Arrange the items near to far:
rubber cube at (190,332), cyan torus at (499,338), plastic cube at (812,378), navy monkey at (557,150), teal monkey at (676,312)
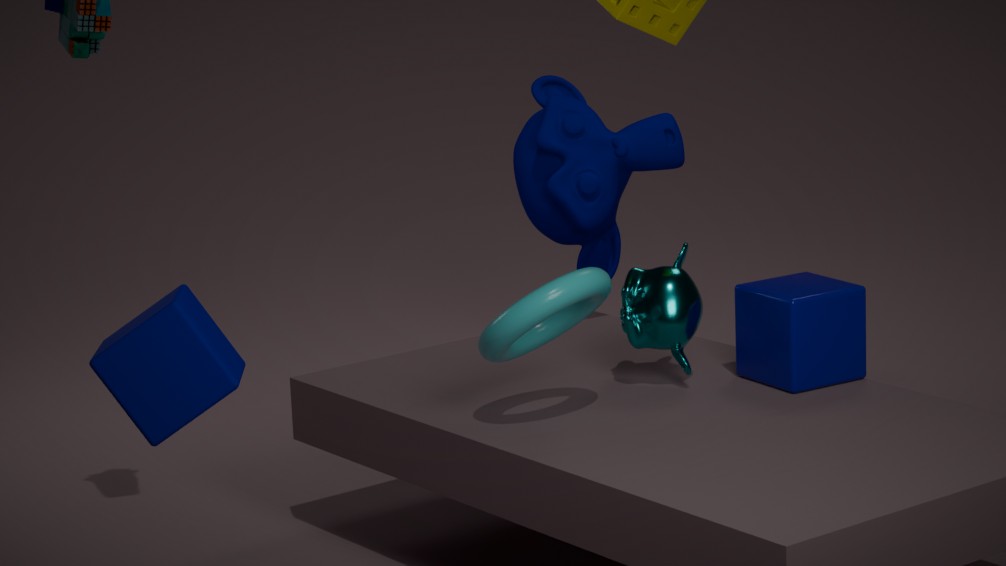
rubber cube at (190,332)
cyan torus at (499,338)
plastic cube at (812,378)
teal monkey at (676,312)
navy monkey at (557,150)
